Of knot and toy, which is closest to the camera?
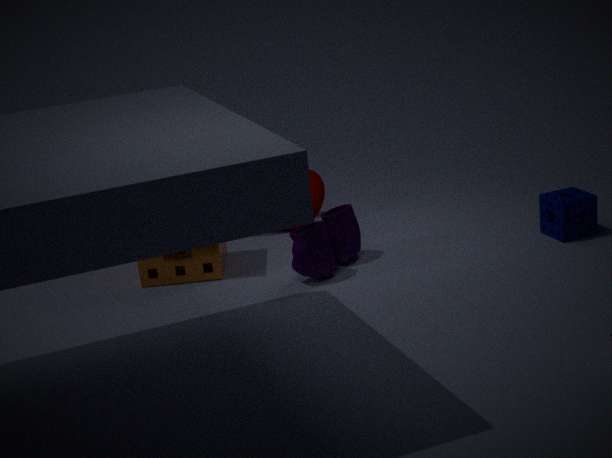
toy
